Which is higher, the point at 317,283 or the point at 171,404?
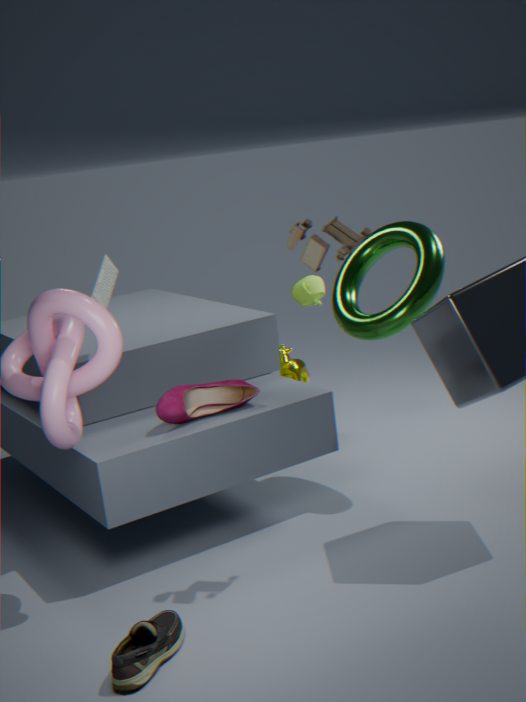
the point at 317,283
